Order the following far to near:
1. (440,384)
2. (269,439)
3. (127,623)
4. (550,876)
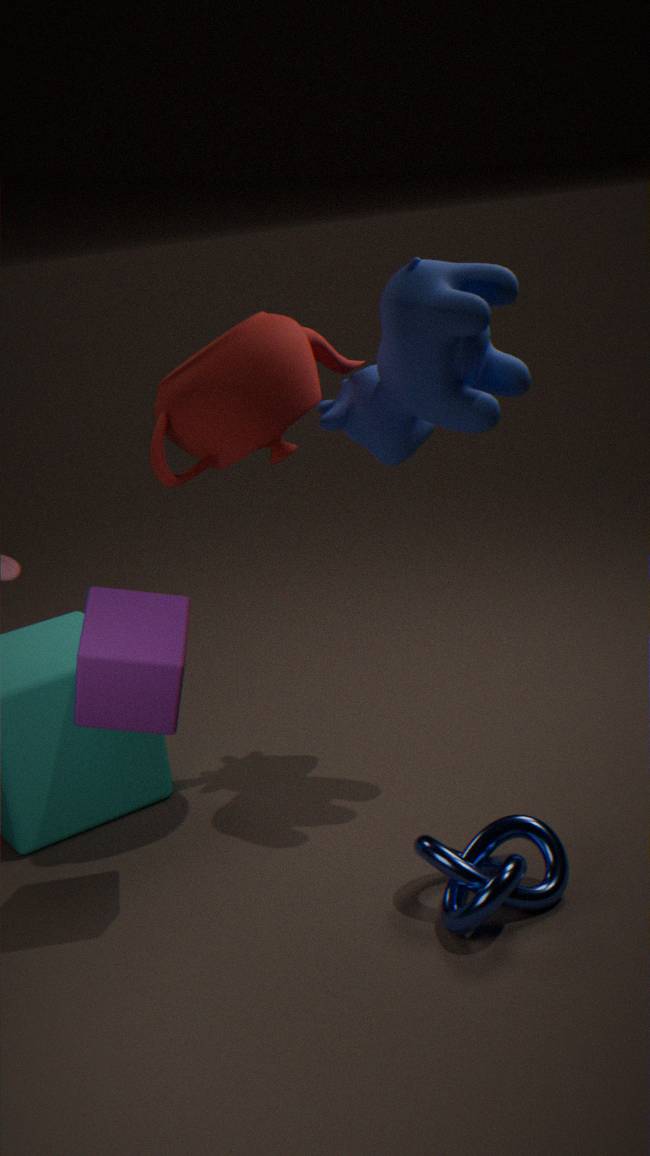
(269,439)
(440,384)
(550,876)
(127,623)
